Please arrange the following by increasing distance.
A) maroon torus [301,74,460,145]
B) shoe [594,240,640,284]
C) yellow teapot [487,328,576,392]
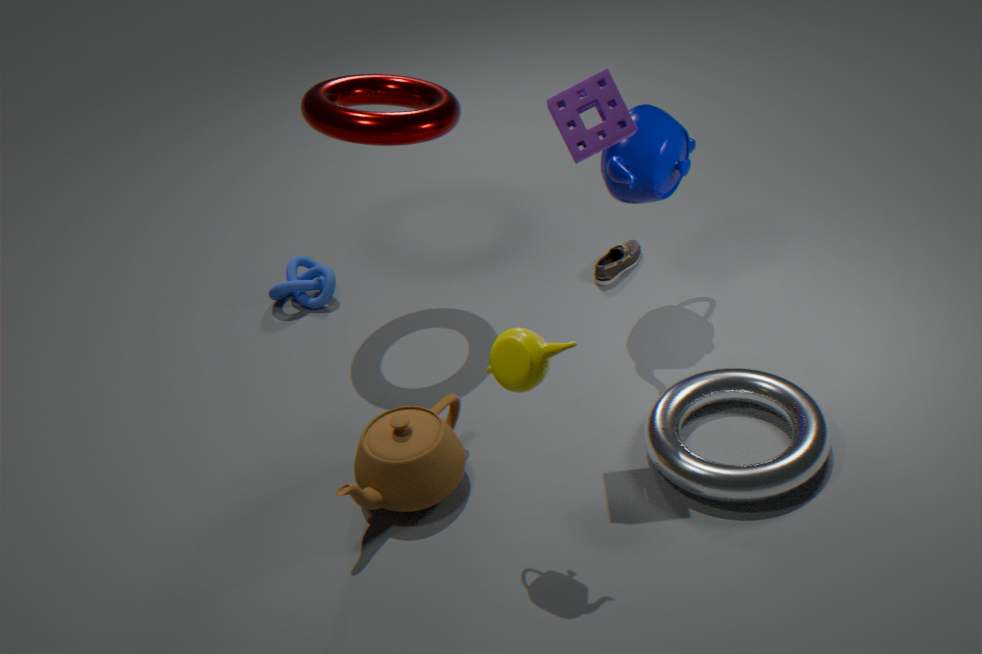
yellow teapot [487,328,576,392], maroon torus [301,74,460,145], shoe [594,240,640,284]
